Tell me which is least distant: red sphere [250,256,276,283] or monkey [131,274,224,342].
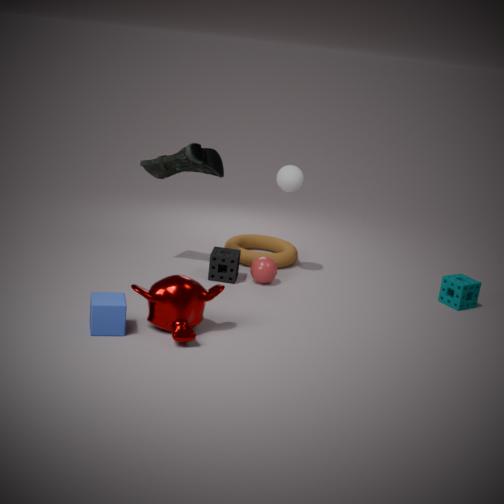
monkey [131,274,224,342]
